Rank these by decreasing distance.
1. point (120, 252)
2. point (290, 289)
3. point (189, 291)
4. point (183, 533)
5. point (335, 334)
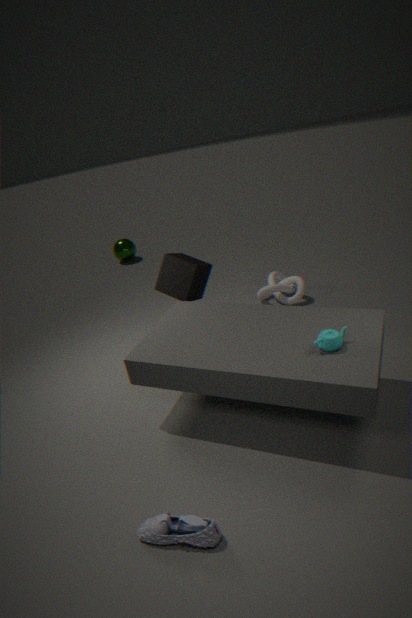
point (120, 252)
point (290, 289)
point (189, 291)
point (335, 334)
point (183, 533)
